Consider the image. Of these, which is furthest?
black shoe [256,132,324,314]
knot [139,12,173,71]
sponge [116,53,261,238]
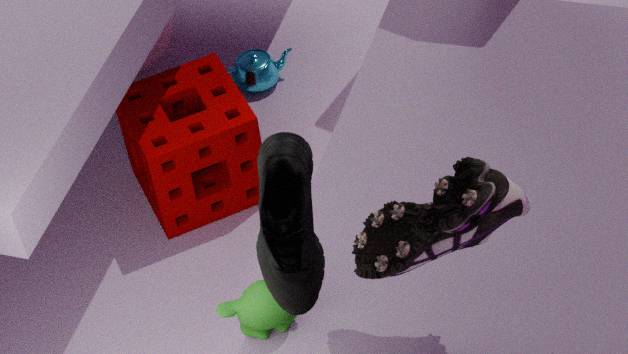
knot [139,12,173,71]
